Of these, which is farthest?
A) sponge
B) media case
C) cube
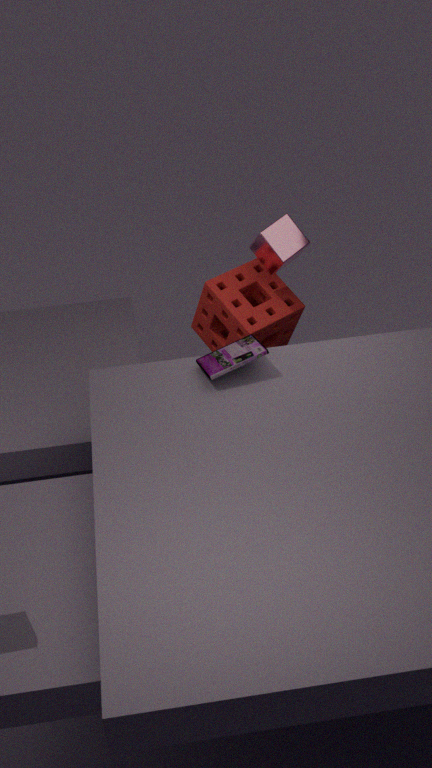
sponge
